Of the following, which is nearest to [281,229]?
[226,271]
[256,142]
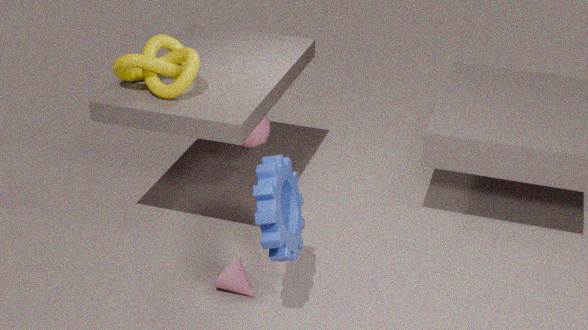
[226,271]
